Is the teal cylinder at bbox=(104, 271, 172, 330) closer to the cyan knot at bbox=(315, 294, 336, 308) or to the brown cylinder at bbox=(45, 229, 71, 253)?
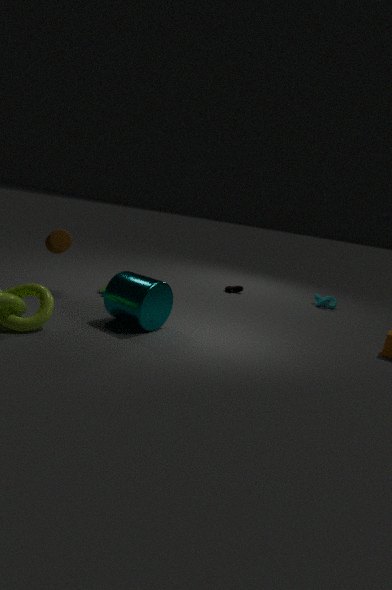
the brown cylinder at bbox=(45, 229, 71, 253)
